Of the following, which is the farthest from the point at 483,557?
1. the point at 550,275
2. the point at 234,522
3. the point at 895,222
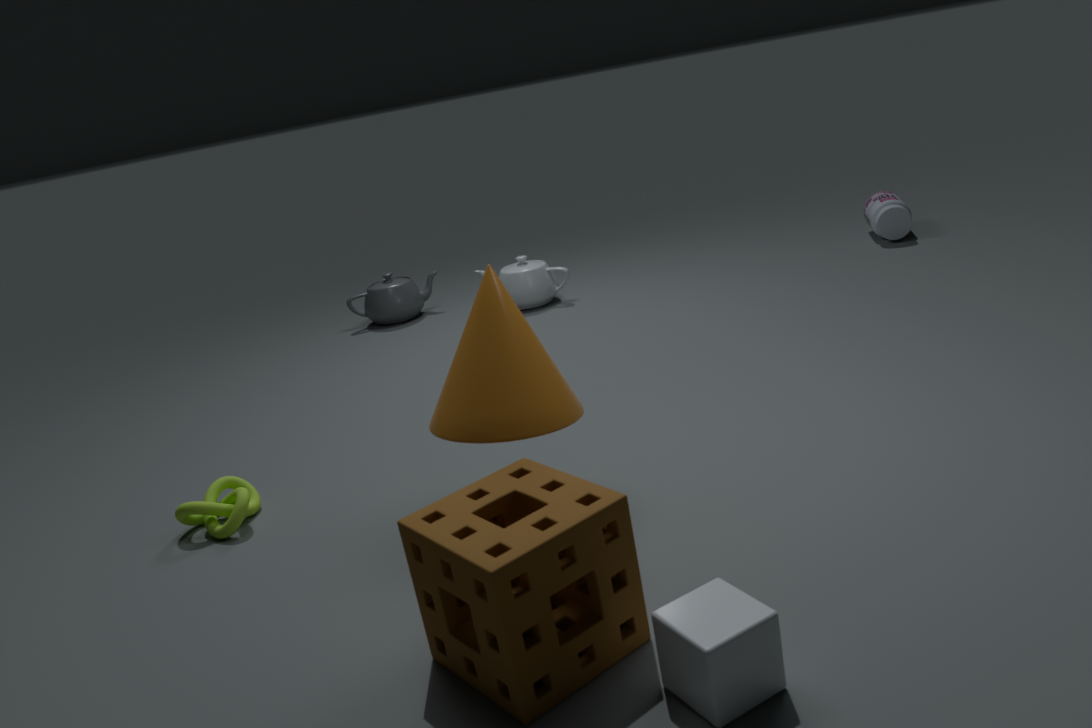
the point at 895,222
